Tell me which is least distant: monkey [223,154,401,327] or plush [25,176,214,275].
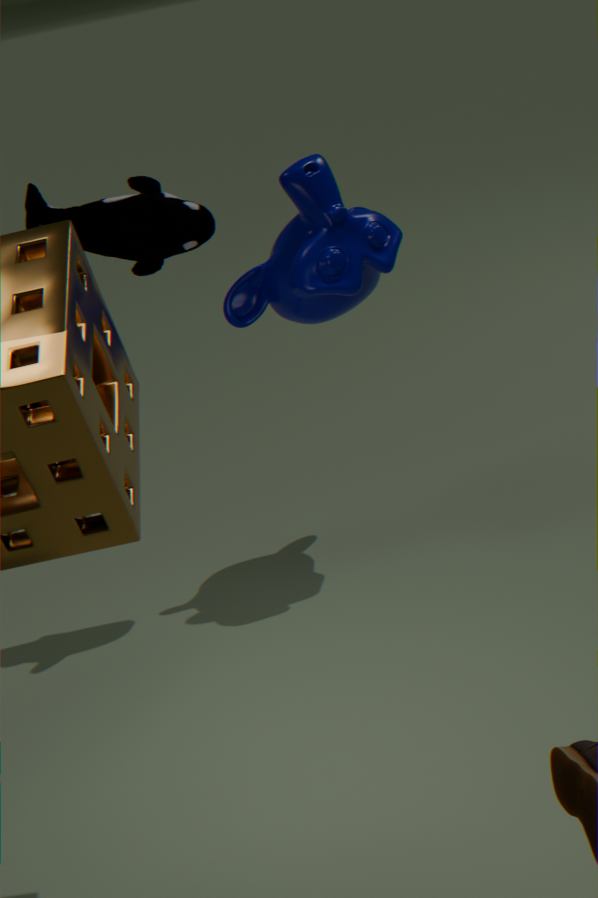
plush [25,176,214,275]
